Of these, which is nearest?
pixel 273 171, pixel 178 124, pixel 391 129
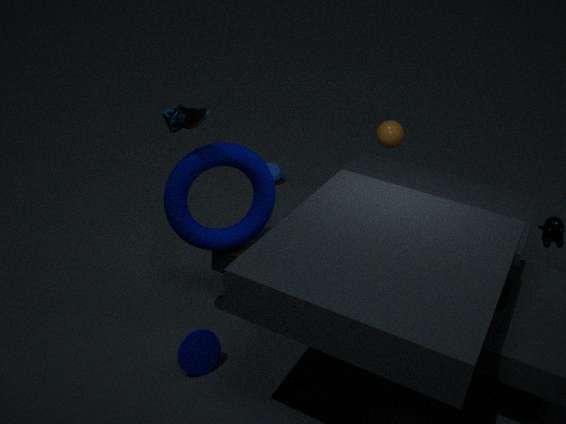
pixel 178 124
